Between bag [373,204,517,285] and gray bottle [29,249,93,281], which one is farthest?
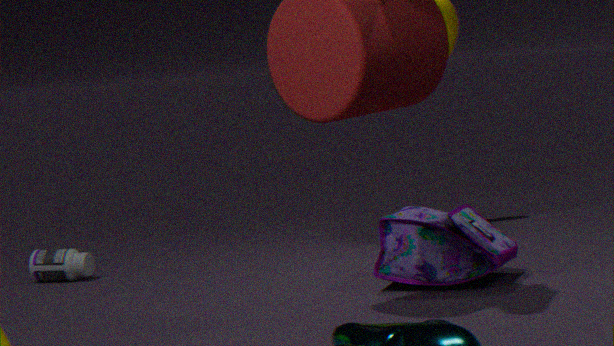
gray bottle [29,249,93,281]
